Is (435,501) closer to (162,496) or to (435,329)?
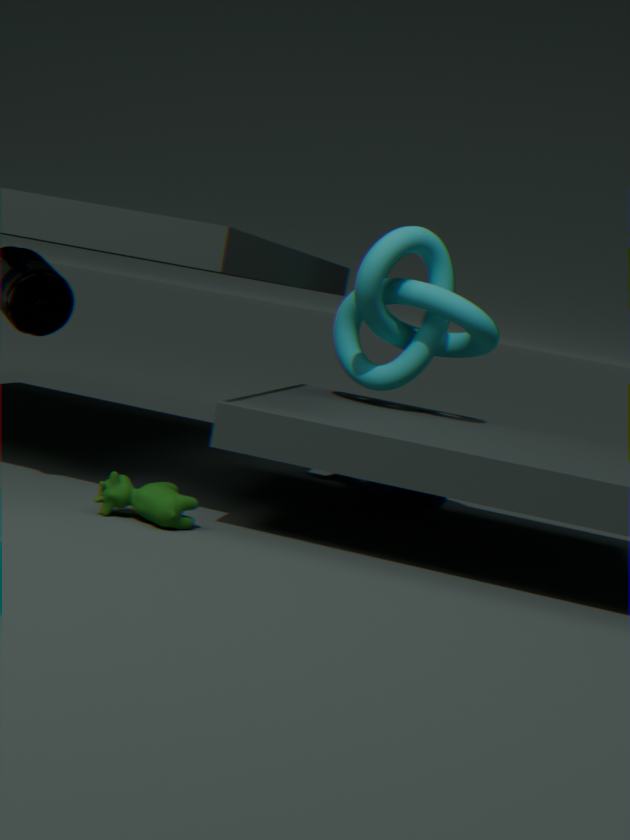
(435,329)
